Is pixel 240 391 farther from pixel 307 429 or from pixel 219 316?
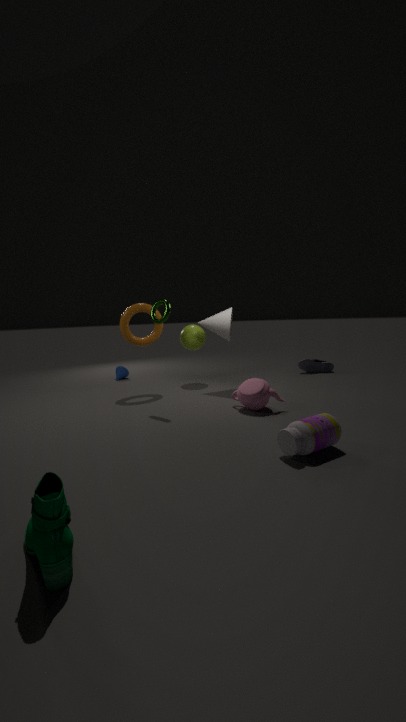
pixel 219 316
